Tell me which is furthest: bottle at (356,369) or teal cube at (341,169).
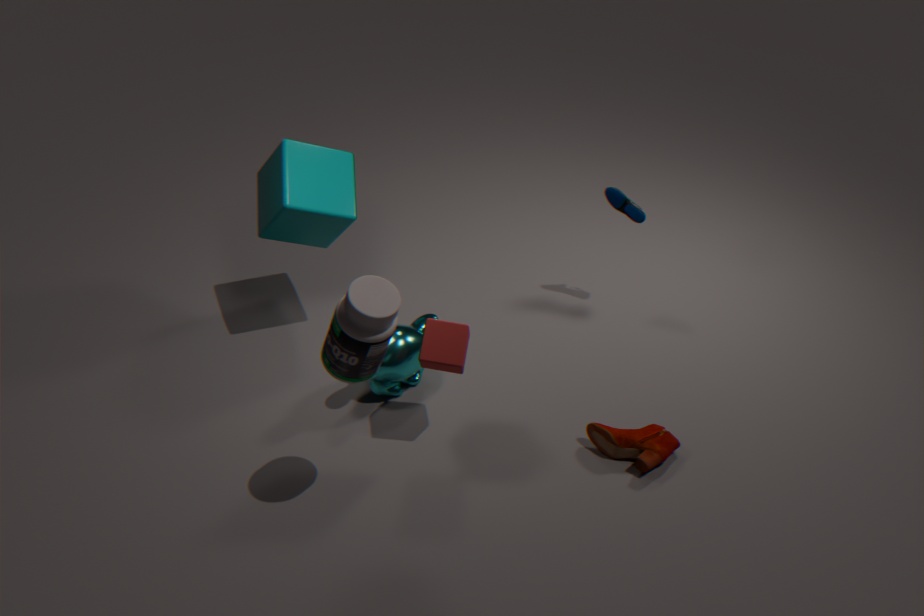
teal cube at (341,169)
